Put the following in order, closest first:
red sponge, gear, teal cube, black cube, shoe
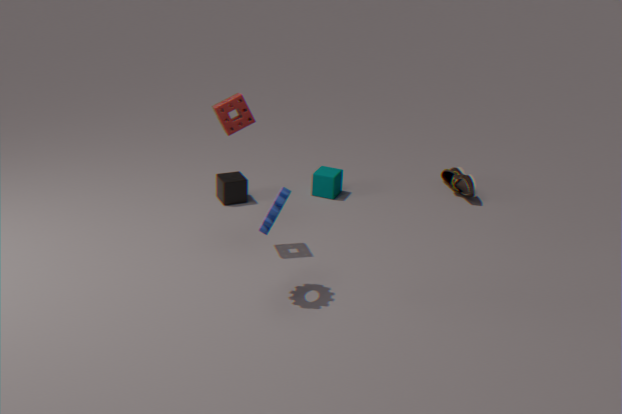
gear → red sponge → black cube → teal cube → shoe
